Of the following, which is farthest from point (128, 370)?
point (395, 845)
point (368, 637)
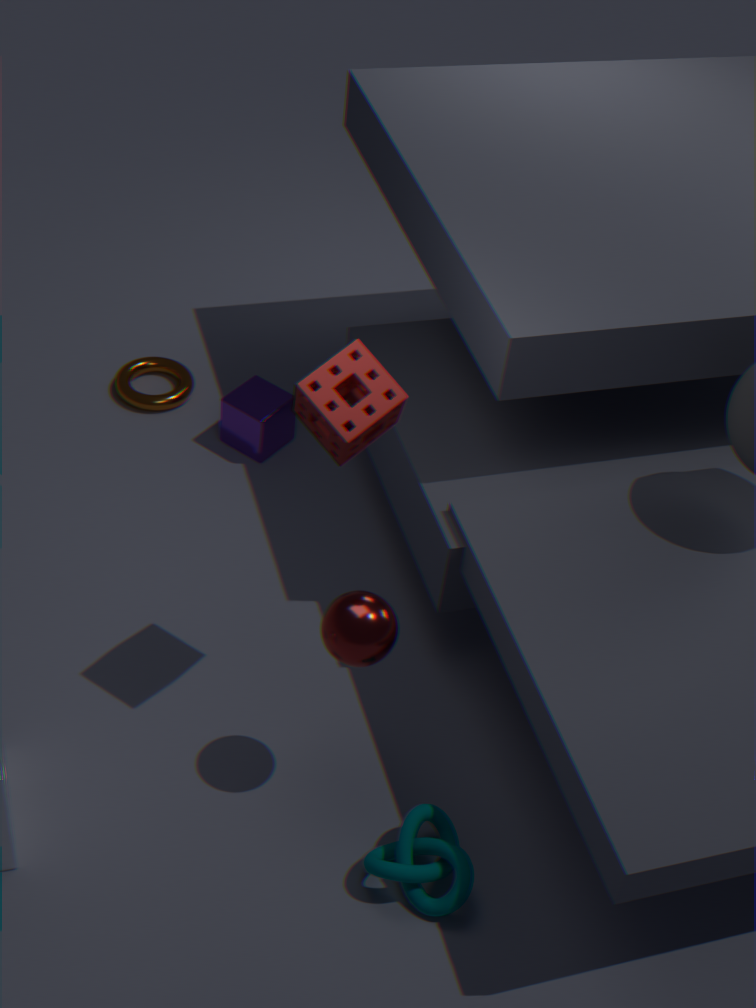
point (395, 845)
